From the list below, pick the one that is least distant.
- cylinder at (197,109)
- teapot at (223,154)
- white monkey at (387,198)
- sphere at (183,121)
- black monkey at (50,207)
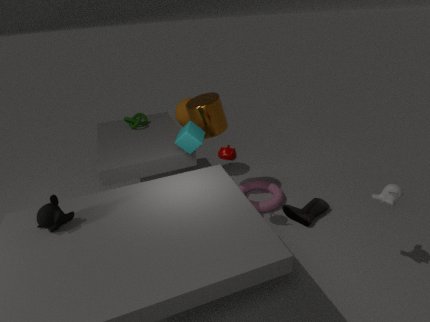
black monkey at (50,207)
